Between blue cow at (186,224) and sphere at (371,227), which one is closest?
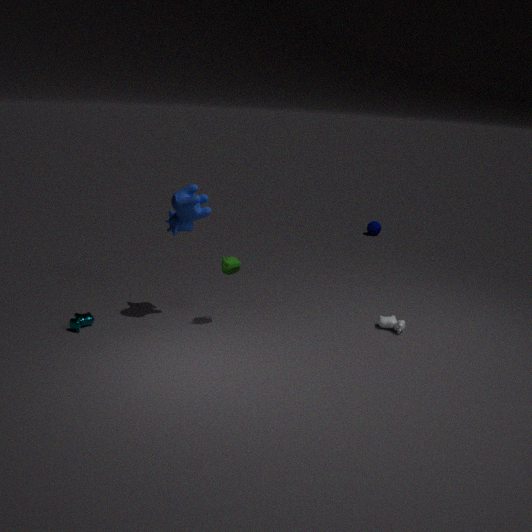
blue cow at (186,224)
